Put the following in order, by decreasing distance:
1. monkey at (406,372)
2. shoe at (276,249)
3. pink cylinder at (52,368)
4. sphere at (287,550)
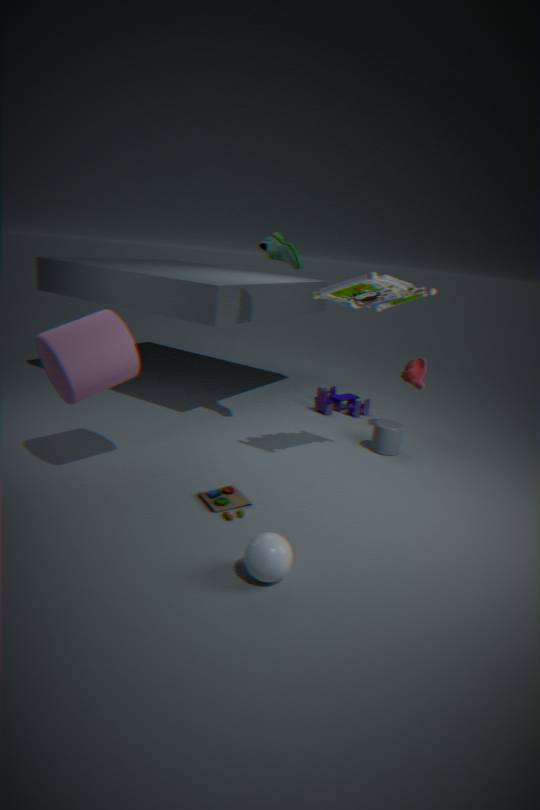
monkey at (406,372), shoe at (276,249), pink cylinder at (52,368), sphere at (287,550)
